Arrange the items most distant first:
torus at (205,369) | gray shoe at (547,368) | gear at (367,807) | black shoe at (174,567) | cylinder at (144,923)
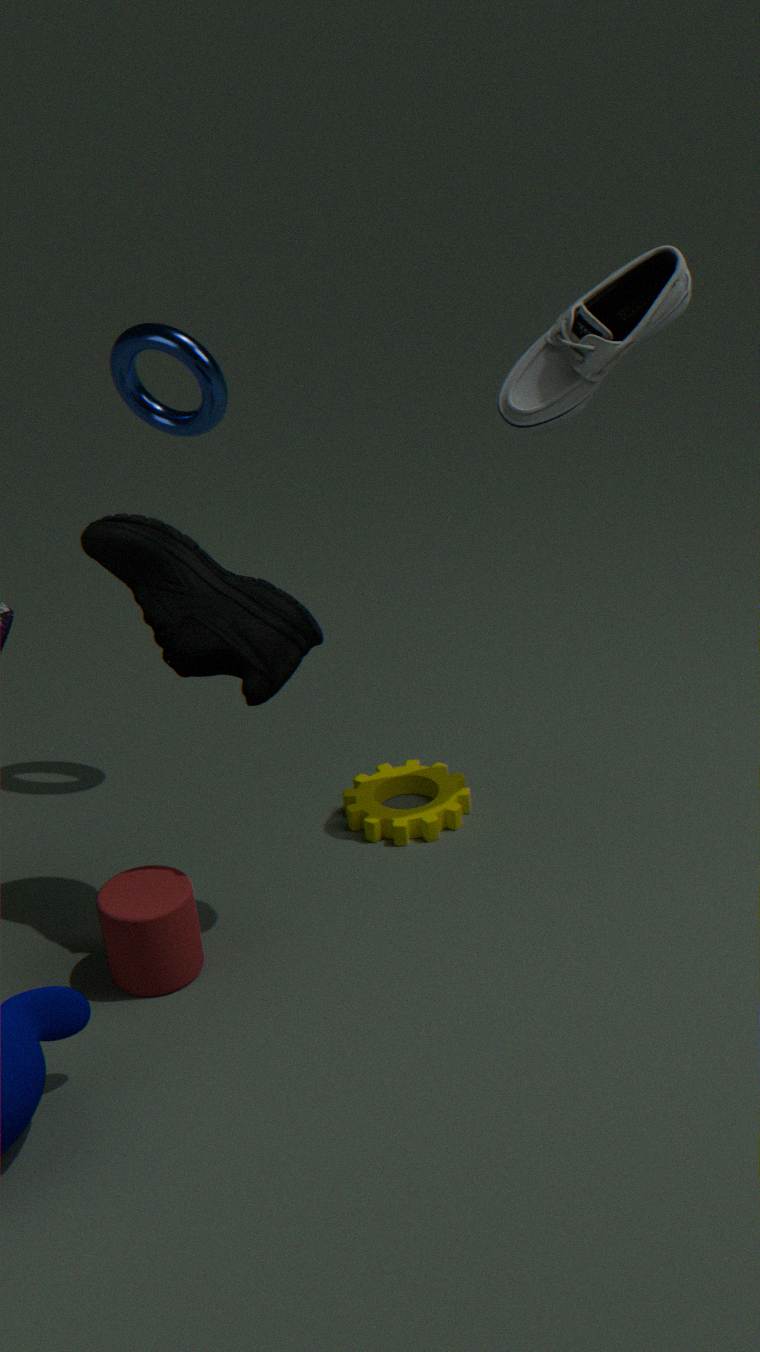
gear at (367,807), torus at (205,369), gray shoe at (547,368), cylinder at (144,923), black shoe at (174,567)
